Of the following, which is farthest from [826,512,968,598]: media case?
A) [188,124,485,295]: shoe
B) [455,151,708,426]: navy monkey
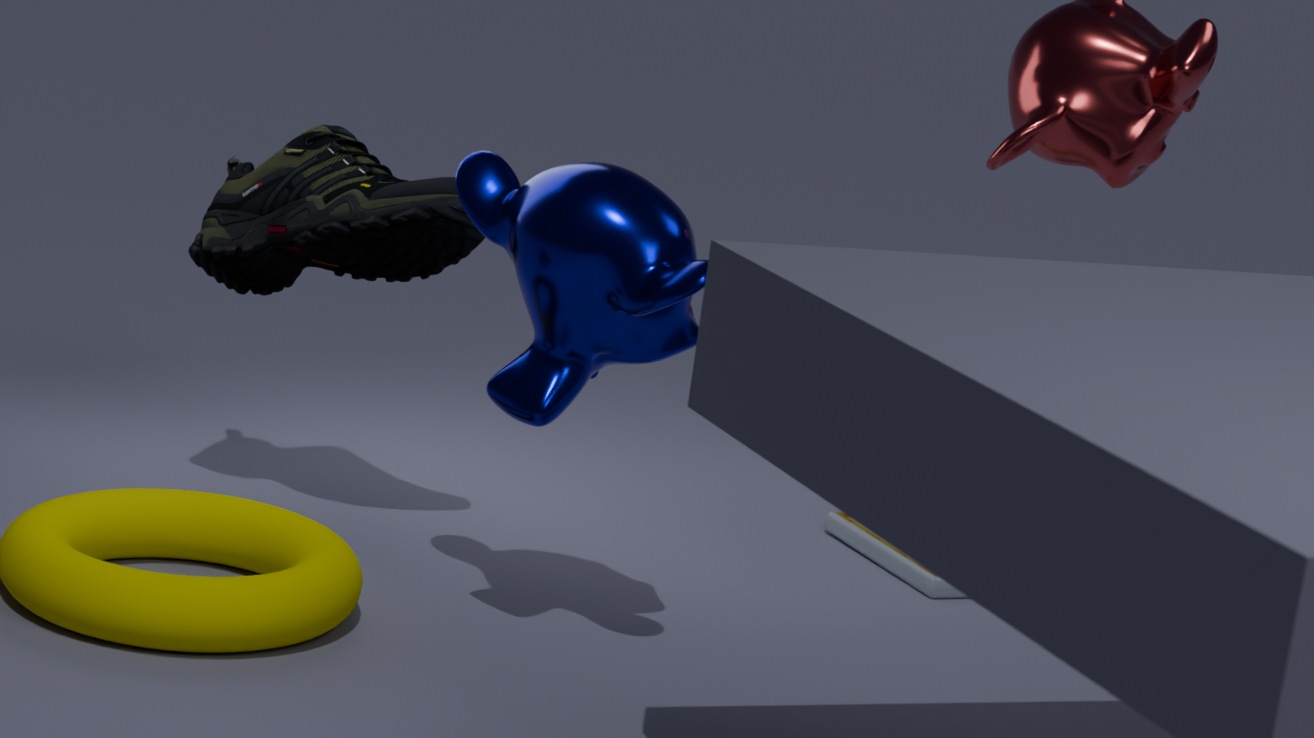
[188,124,485,295]: shoe
